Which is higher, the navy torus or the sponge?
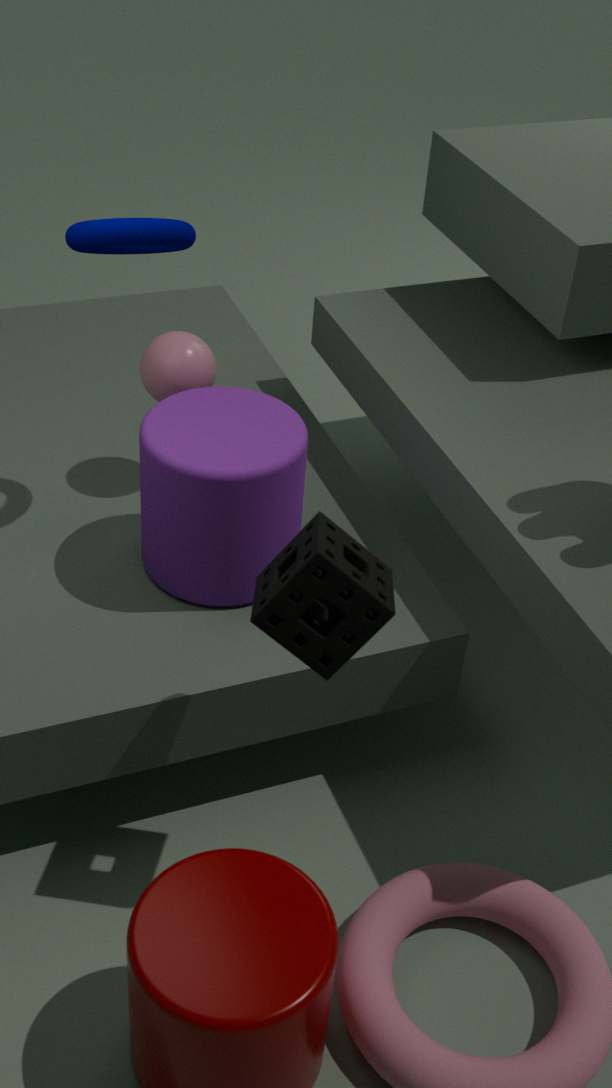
the navy torus
